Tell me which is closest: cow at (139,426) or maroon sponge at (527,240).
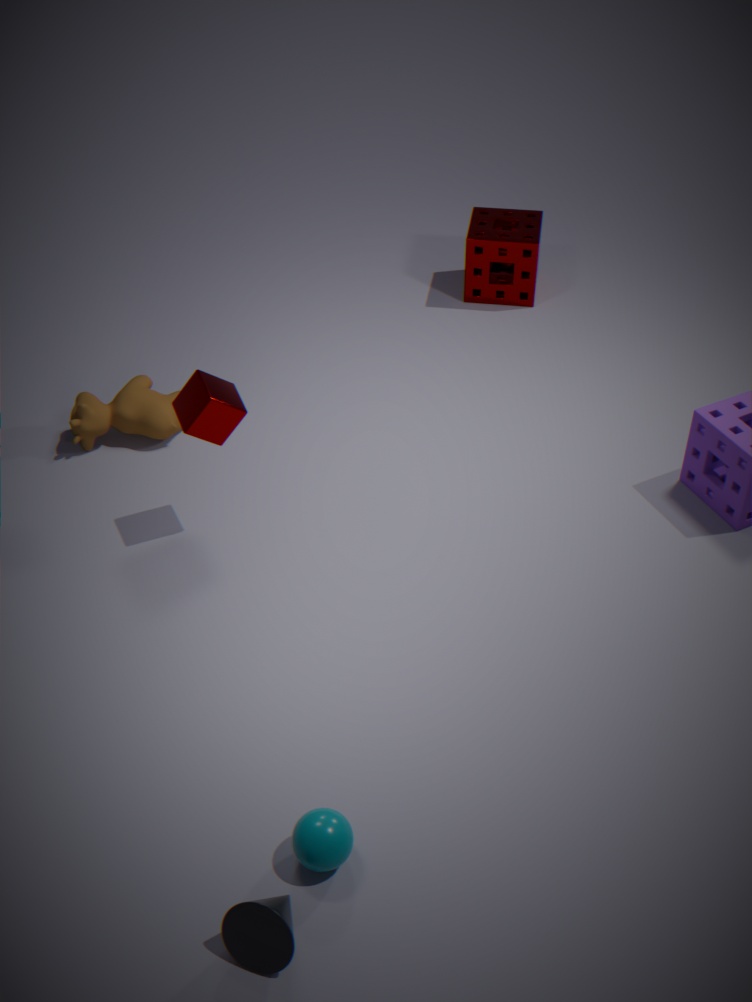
cow at (139,426)
